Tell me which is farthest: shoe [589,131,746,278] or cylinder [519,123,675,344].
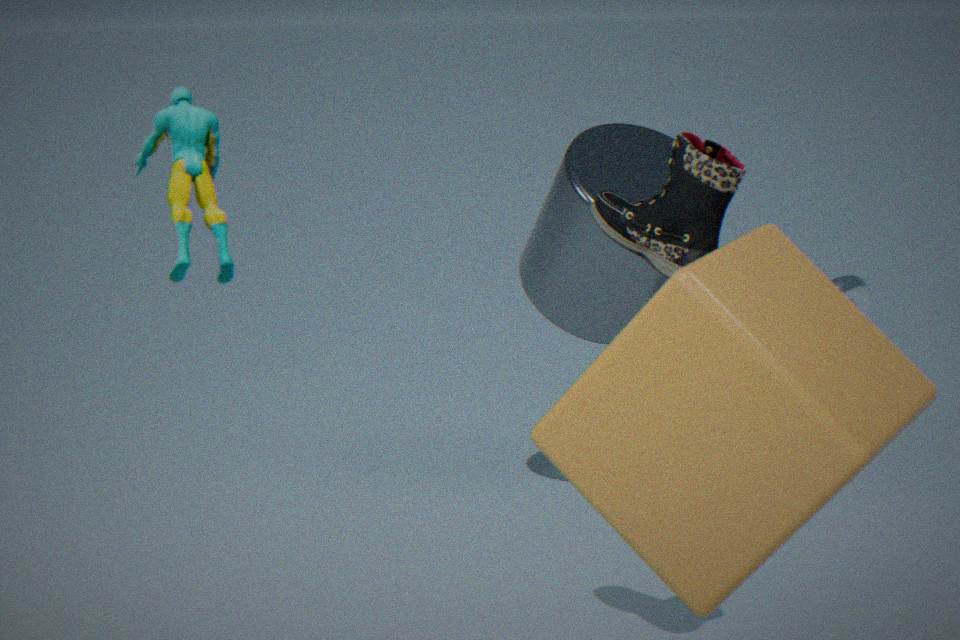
cylinder [519,123,675,344]
